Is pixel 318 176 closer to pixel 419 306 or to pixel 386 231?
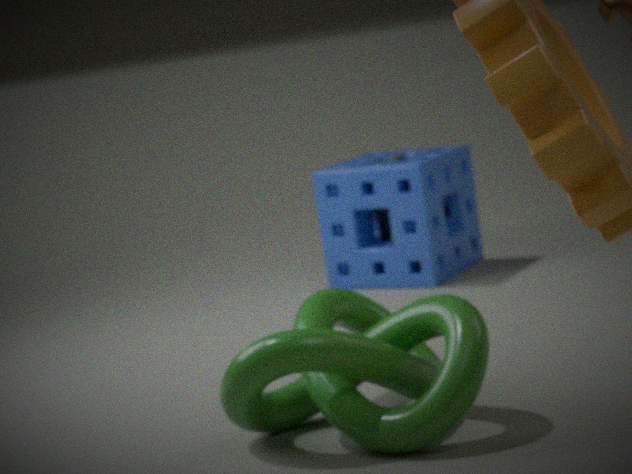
pixel 386 231
